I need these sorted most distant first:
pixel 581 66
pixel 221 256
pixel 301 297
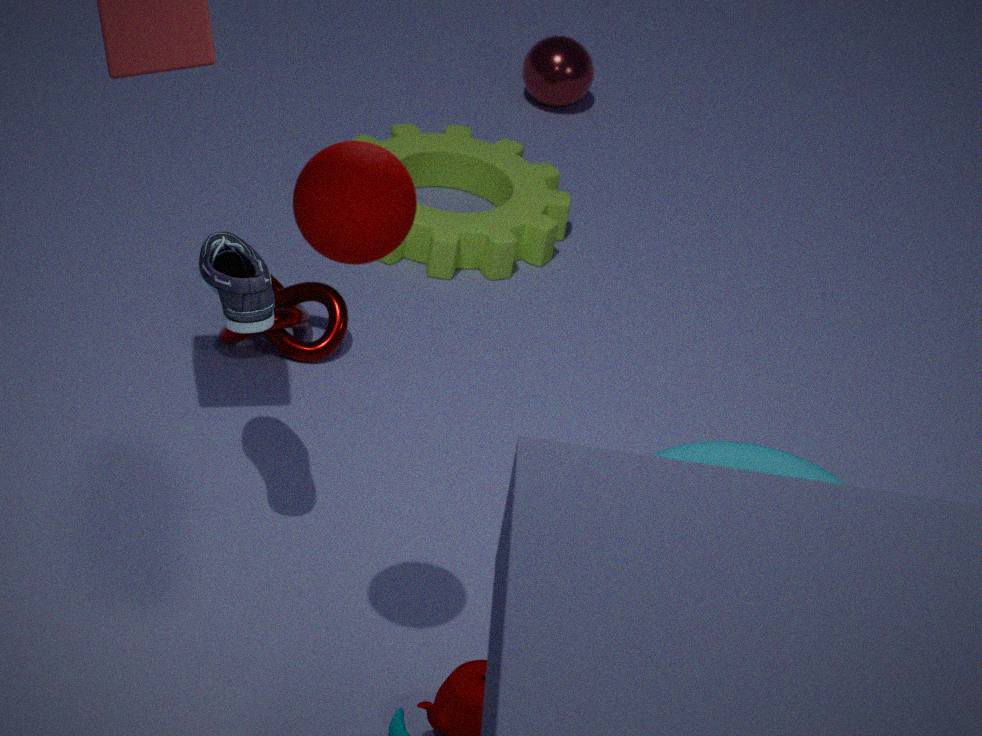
pixel 581 66 < pixel 301 297 < pixel 221 256
